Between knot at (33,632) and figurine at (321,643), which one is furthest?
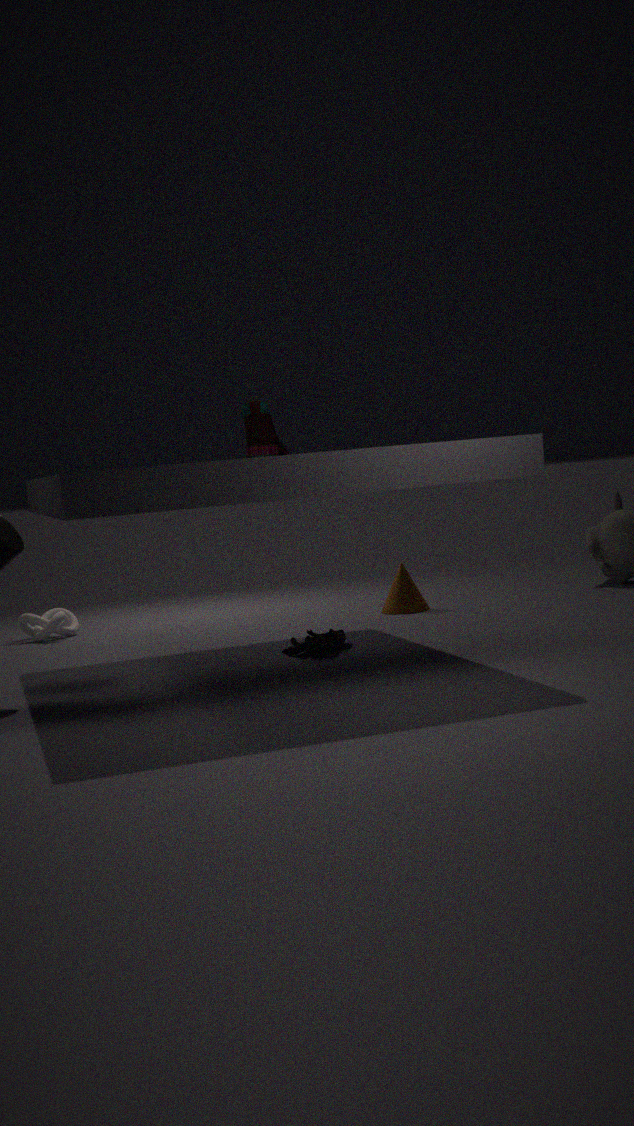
knot at (33,632)
